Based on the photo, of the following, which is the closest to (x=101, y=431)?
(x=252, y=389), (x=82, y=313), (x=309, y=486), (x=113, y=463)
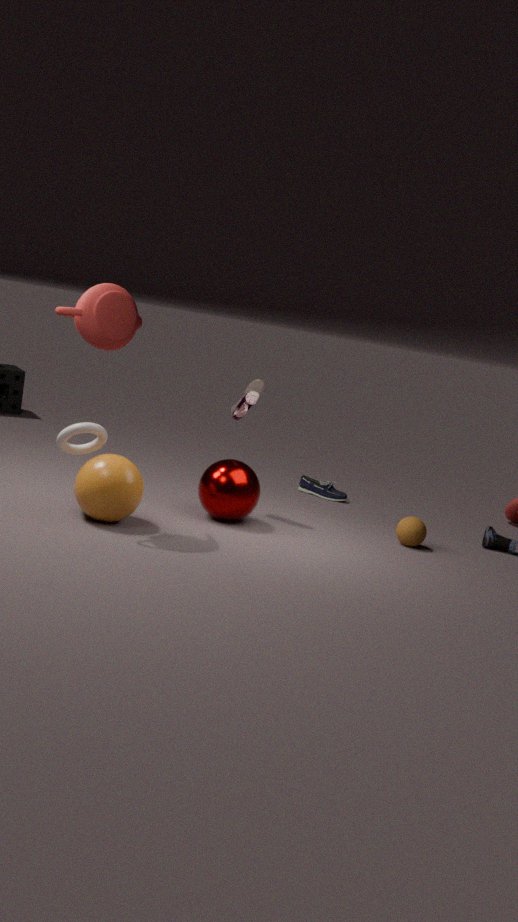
(x=113, y=463)
